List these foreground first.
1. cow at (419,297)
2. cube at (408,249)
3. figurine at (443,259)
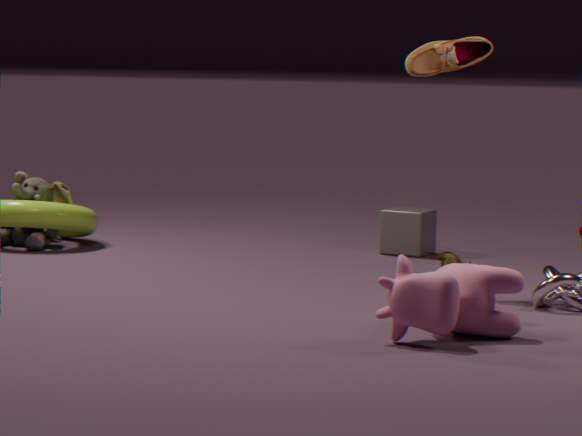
cow at (419,297), figurine at (443,259), cube at (408,249)
